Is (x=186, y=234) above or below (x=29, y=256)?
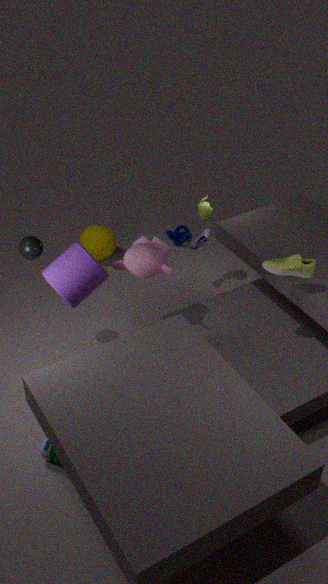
below
